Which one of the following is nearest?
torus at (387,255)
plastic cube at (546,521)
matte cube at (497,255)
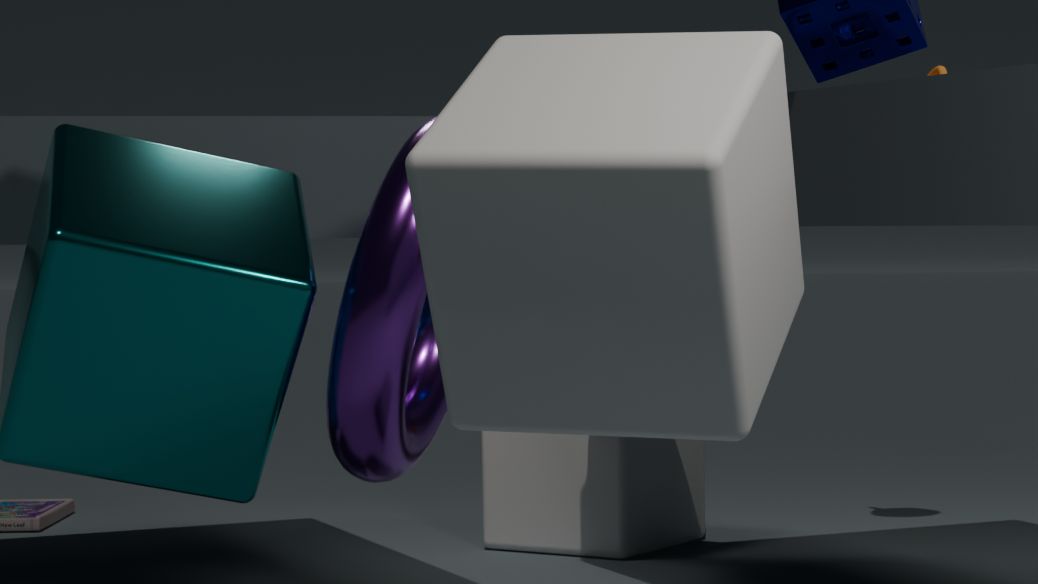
matte cube at (497,255)
